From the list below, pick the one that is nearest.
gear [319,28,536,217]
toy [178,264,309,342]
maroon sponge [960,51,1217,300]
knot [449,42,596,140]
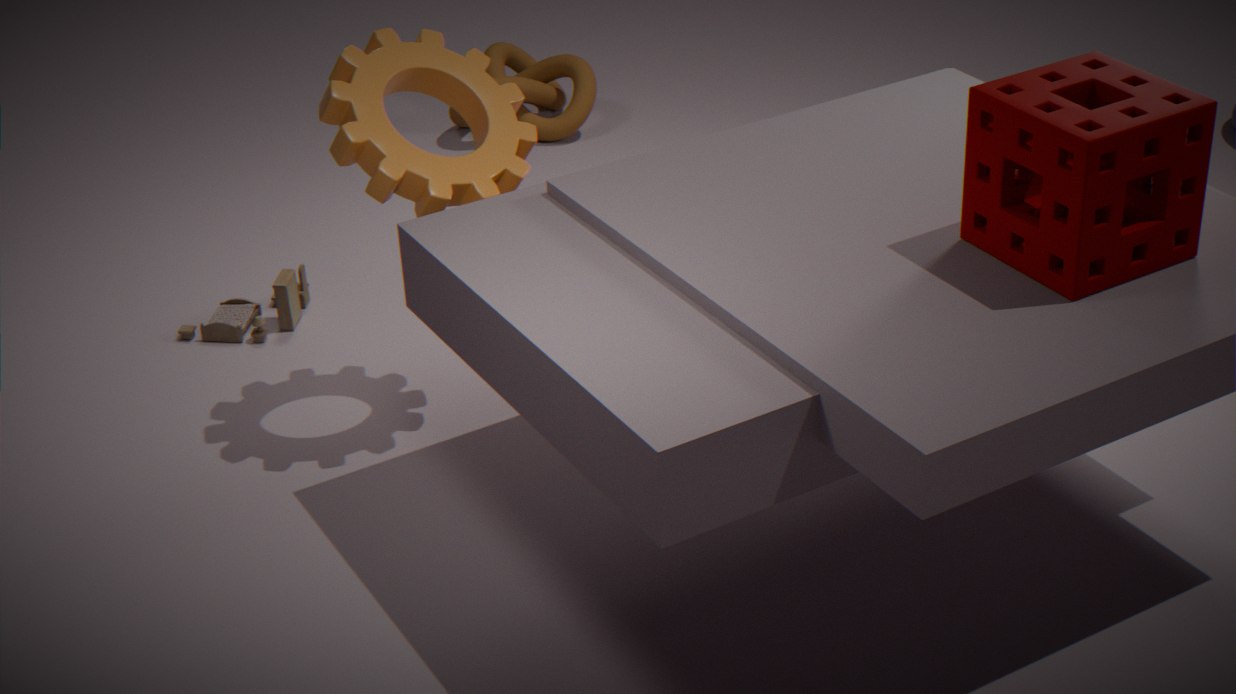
maroon sponge [960,51,1217,300]
